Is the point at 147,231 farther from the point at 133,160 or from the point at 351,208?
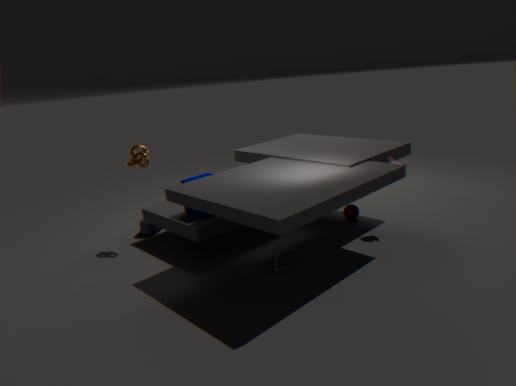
the point at 351,208
